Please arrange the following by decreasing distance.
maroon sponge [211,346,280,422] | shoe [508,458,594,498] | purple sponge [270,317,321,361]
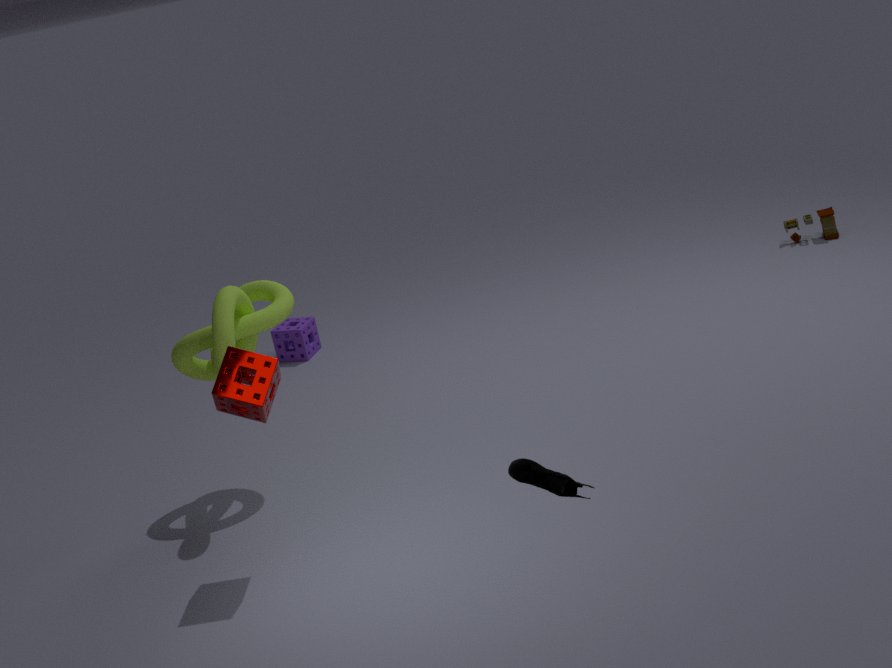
1. purple sponge [270,317,321,361]
2. maroon sponge [211,346,280,422]
3. shoe [508,458,594,498]
